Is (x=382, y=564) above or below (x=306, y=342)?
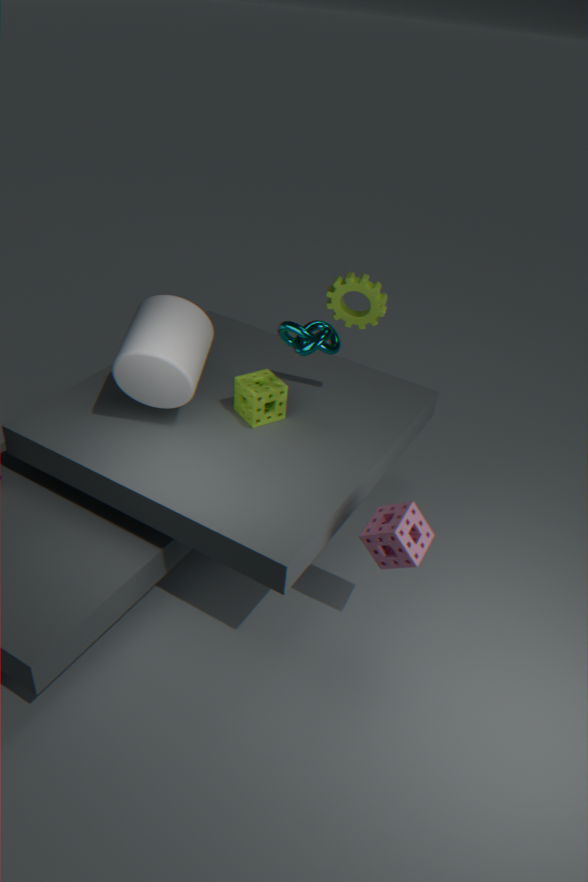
below
